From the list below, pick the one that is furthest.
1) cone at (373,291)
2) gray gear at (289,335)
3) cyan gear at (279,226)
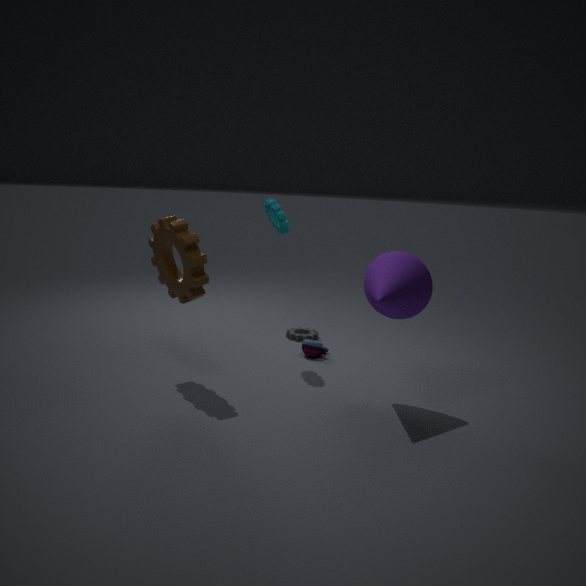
2. gray gear at (289,335)
